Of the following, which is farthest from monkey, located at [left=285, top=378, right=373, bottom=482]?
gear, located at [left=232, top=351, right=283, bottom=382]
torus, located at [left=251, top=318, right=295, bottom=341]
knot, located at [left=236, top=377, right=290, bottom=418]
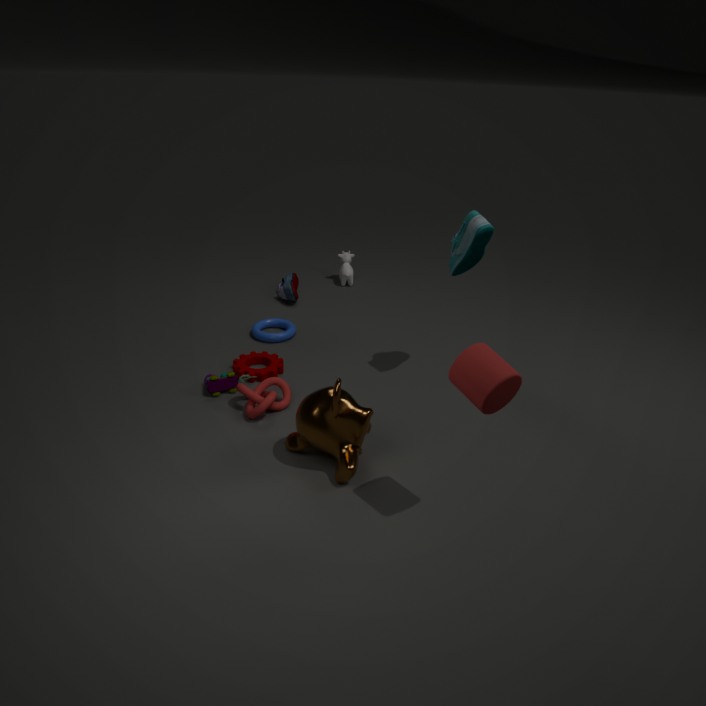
torus, located at [left=251, top=318, right=295, bottom=341]
